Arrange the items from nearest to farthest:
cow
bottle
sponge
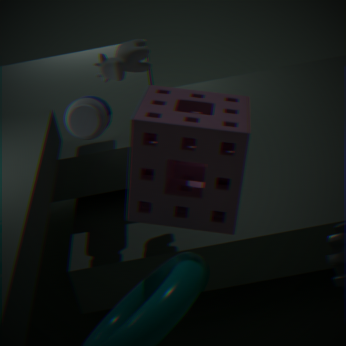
1. sponge
2. cow
3. bottle
